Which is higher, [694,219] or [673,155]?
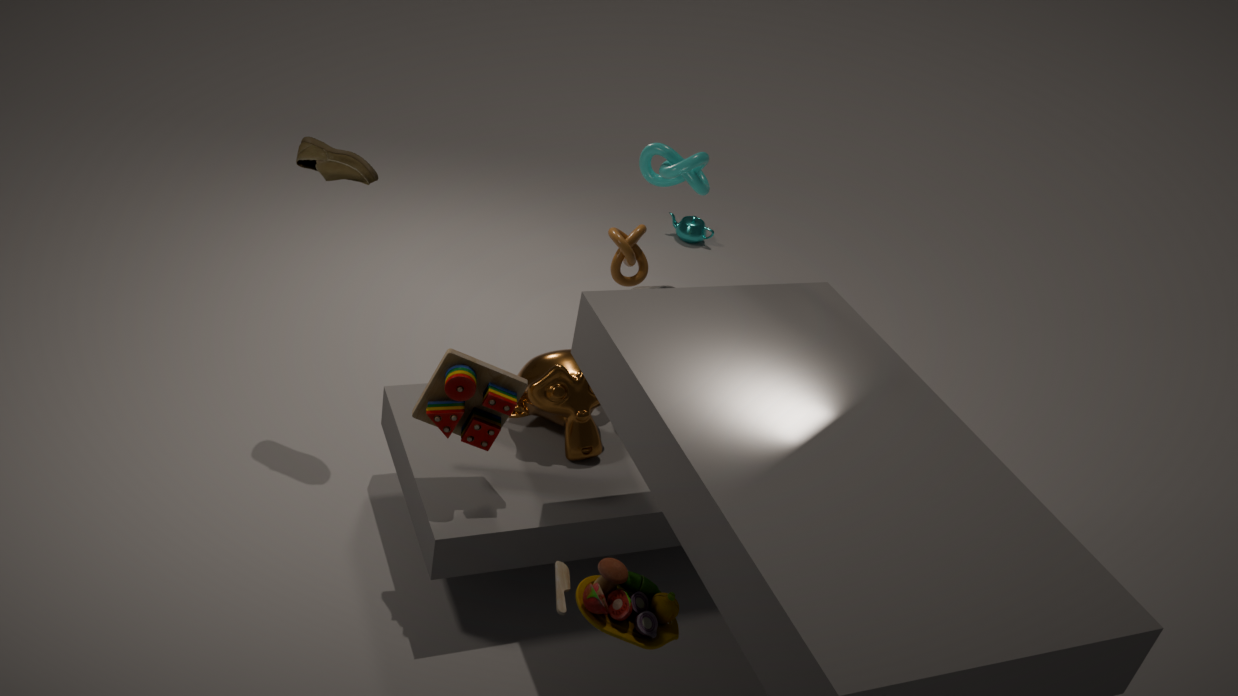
[673,155]
